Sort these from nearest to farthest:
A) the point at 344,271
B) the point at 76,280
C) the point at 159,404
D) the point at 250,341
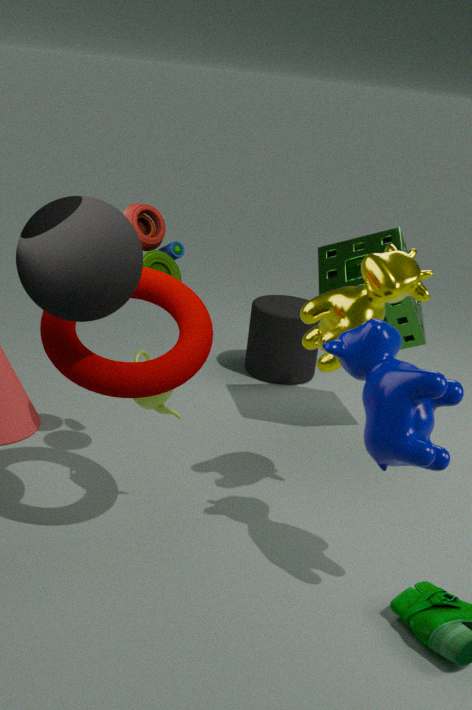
the point at 76,280 < the point at 159,404 < the point at 344,271 < the point at 250,341
